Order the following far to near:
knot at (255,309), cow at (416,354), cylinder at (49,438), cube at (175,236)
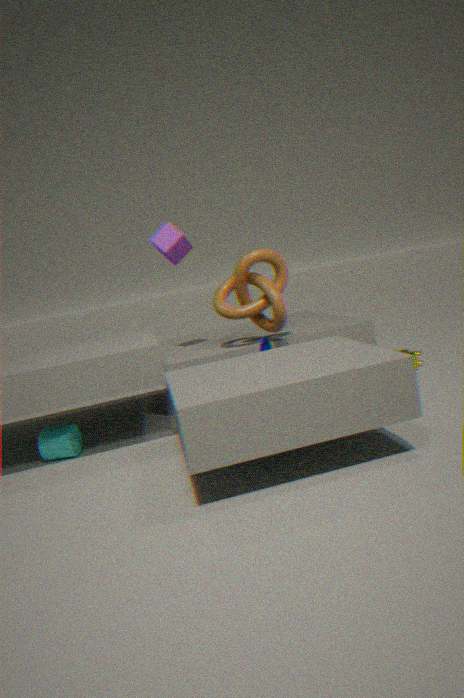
cube at (175,236) → cow at (416,354) → knot at (255,309) → cylinder at (49,438)
